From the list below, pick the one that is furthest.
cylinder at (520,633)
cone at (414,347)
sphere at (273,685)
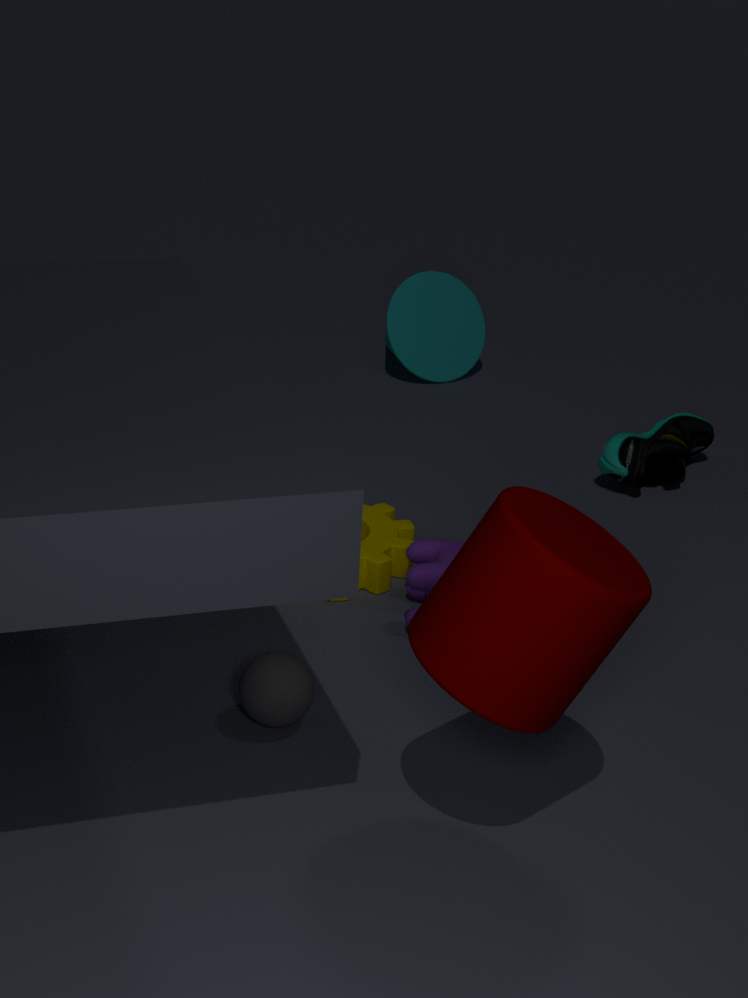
cone at (414,347)
